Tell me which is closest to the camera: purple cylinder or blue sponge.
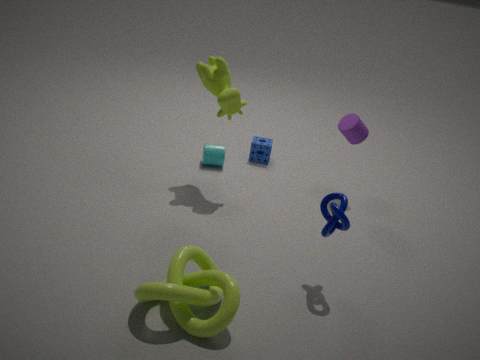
purple cylinder
